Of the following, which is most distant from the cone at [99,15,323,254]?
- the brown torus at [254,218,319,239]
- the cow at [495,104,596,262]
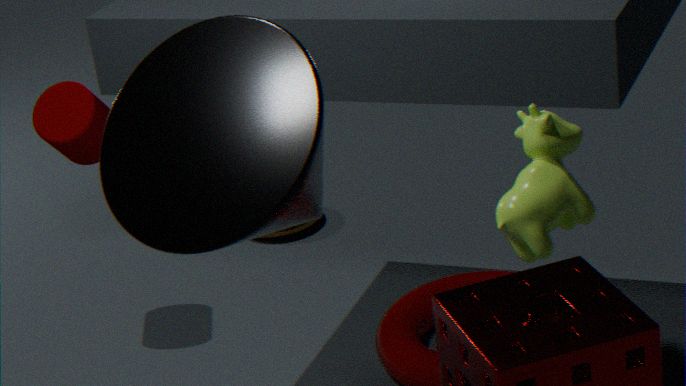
the brown torus at [254,218,319,239]
